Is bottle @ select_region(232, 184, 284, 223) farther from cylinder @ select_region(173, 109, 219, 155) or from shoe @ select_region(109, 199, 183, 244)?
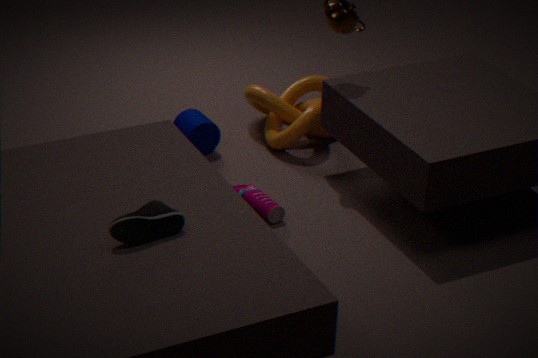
shoe @ select_region(109, 199, 183, 244)
